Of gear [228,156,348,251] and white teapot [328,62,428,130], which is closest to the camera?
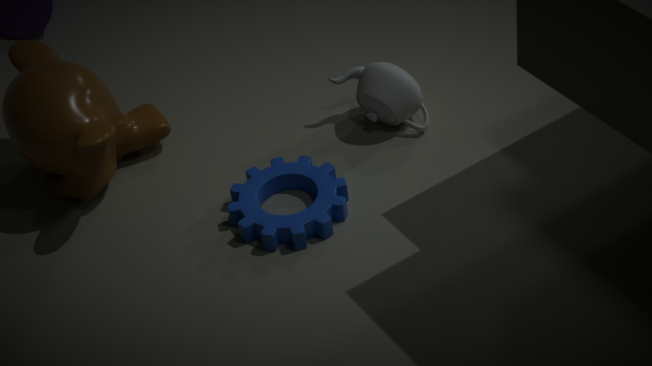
gear [228,156,348,251]
